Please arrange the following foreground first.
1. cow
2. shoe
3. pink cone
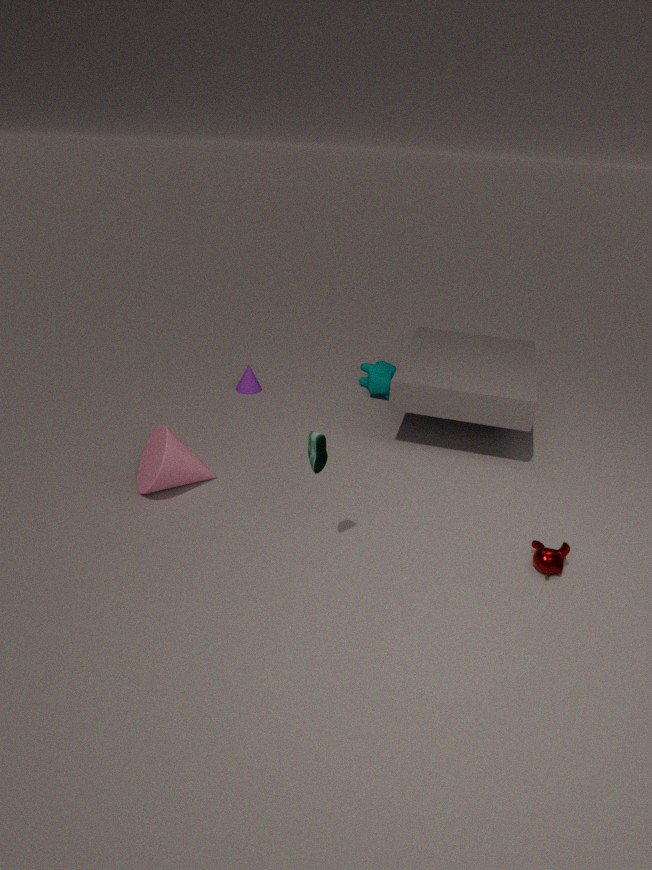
shoe < pink cone < cow
